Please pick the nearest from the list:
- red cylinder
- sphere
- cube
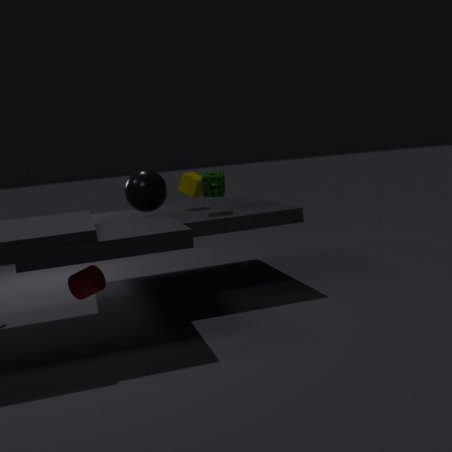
red cylinder
